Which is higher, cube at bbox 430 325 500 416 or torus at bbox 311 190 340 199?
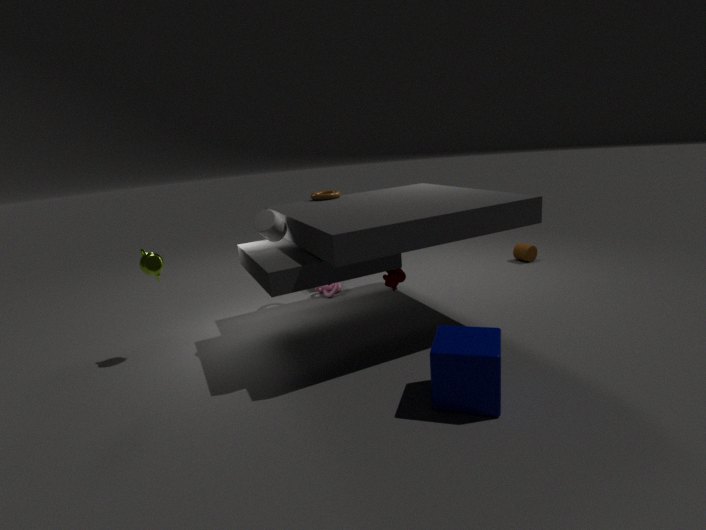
torus at bbox 311 190 340 199
